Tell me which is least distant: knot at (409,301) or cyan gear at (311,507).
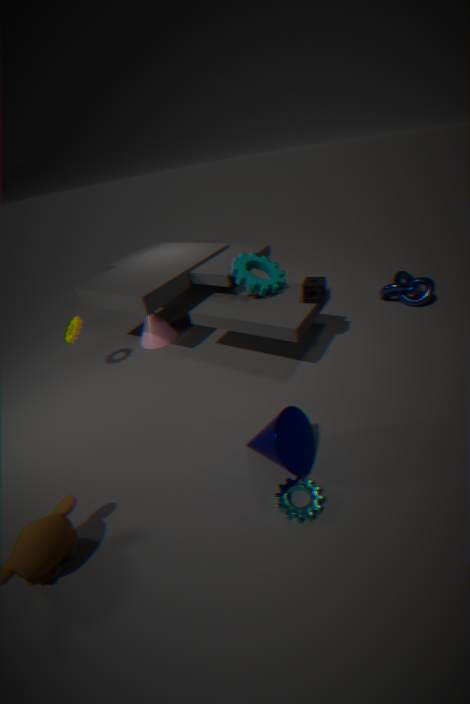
cyan gear at (311,507)
